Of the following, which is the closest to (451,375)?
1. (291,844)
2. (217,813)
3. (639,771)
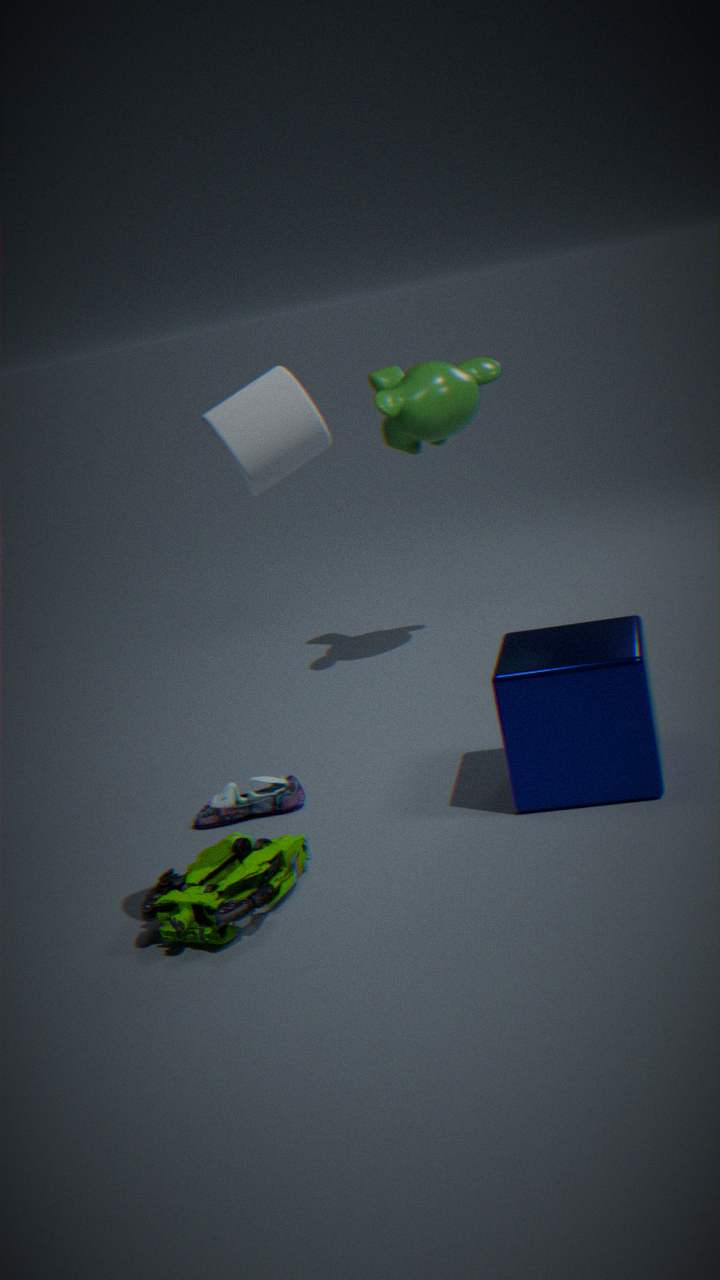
(639,771)
